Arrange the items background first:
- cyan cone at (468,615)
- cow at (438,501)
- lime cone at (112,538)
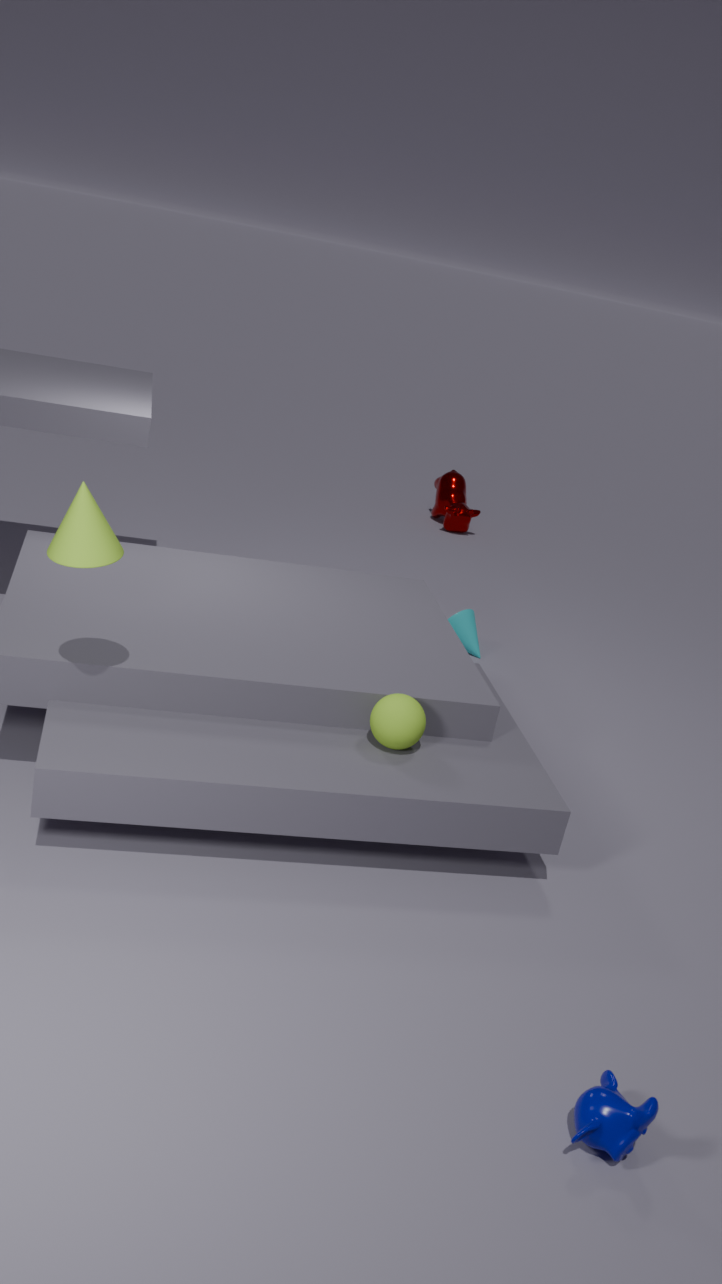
1. cow at (438,501)
2. cyan cone at (468,615)
3. lime cone at (112,538)
